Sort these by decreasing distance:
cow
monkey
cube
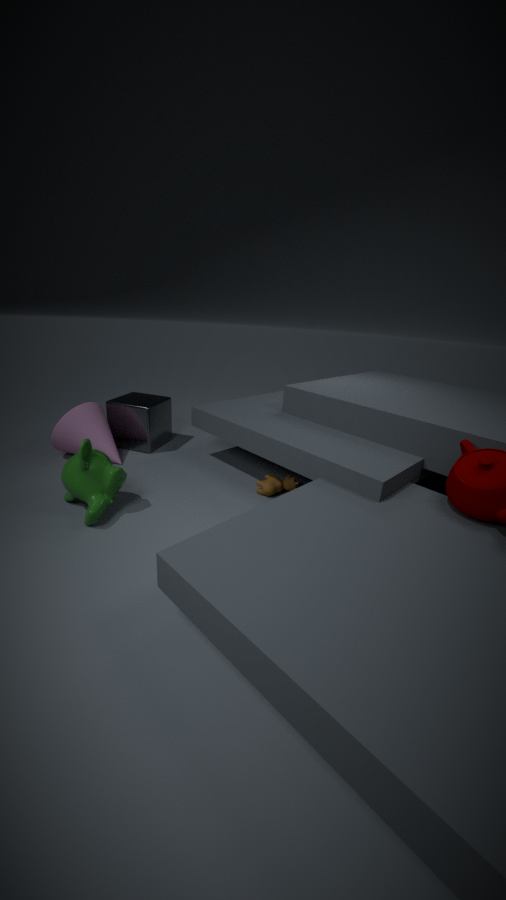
cube, cow, monkey
